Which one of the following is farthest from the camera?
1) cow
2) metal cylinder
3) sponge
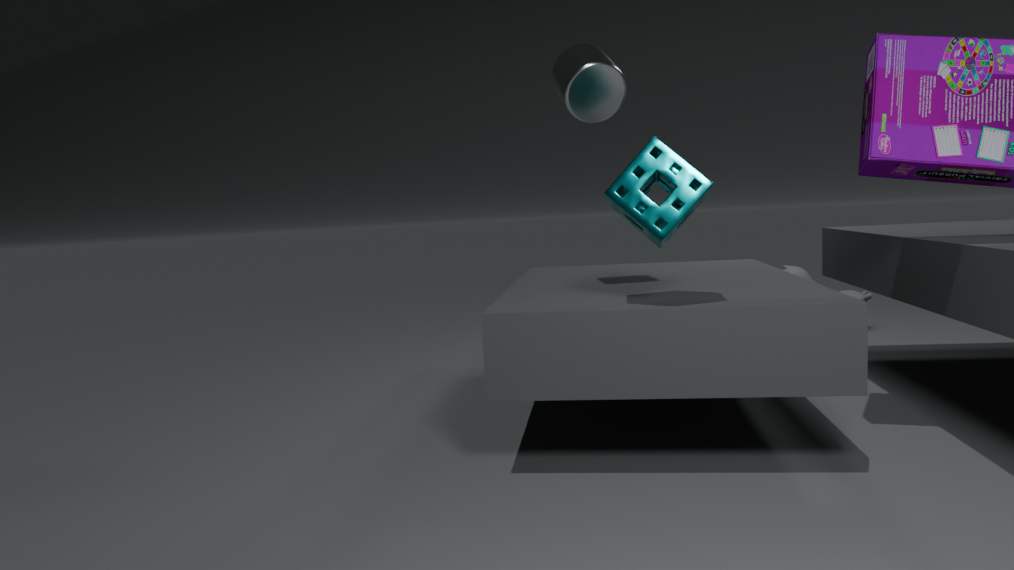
1. cow
